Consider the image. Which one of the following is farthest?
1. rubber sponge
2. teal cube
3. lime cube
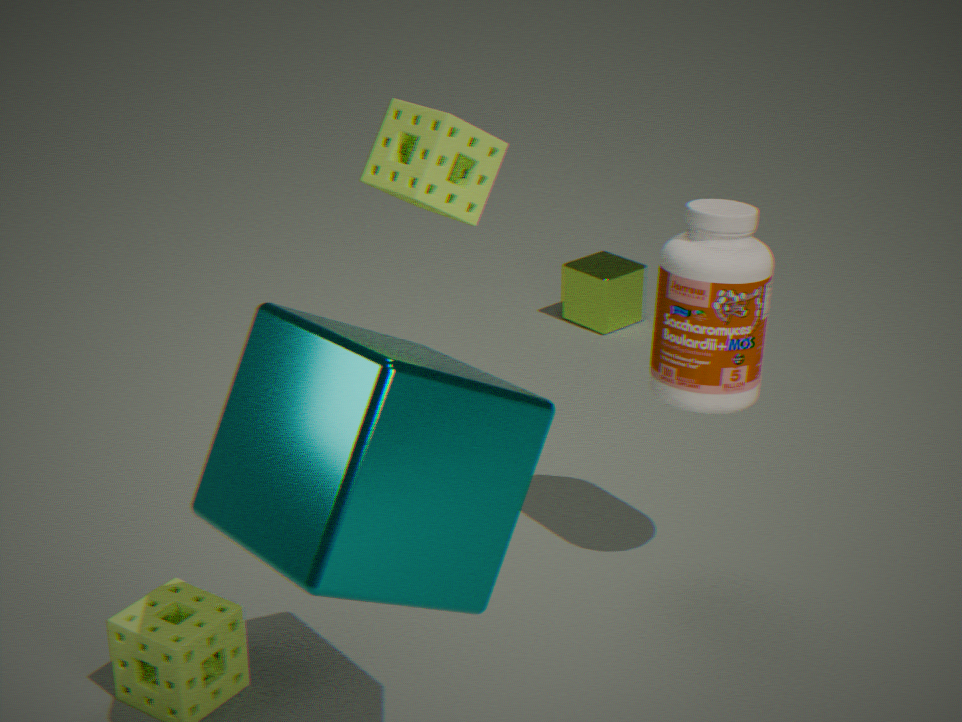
lime cube
